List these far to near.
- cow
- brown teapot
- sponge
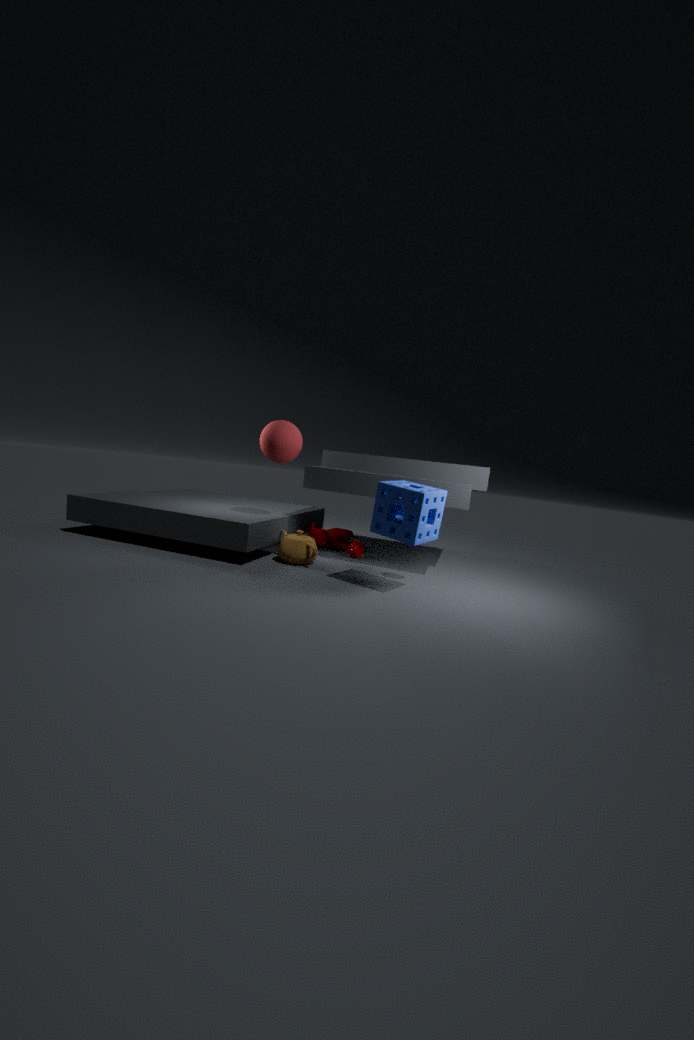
cow → brown teapot → sponge
